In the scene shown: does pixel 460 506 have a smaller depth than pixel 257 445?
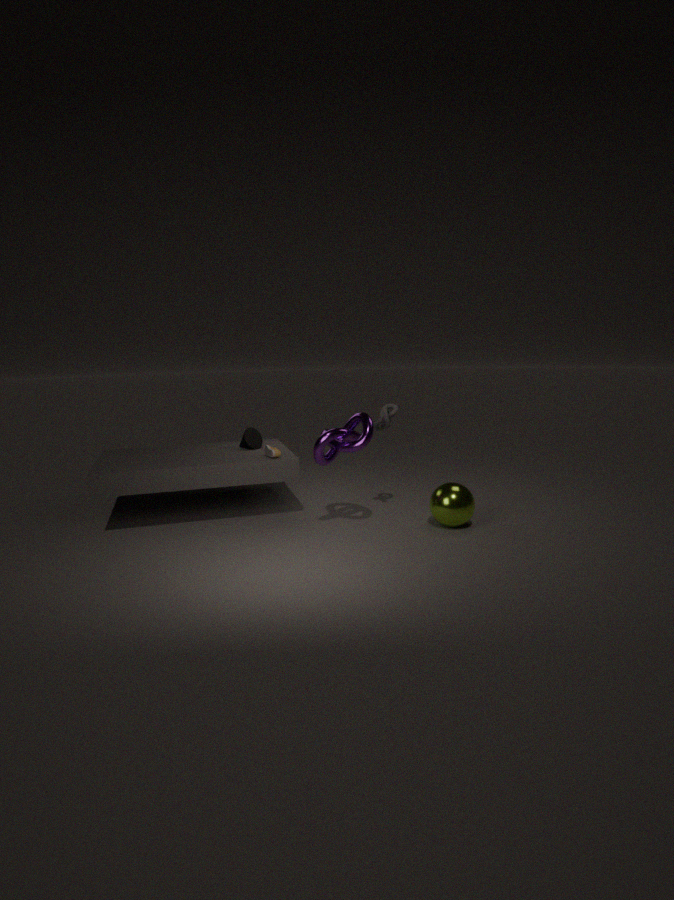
Yes
